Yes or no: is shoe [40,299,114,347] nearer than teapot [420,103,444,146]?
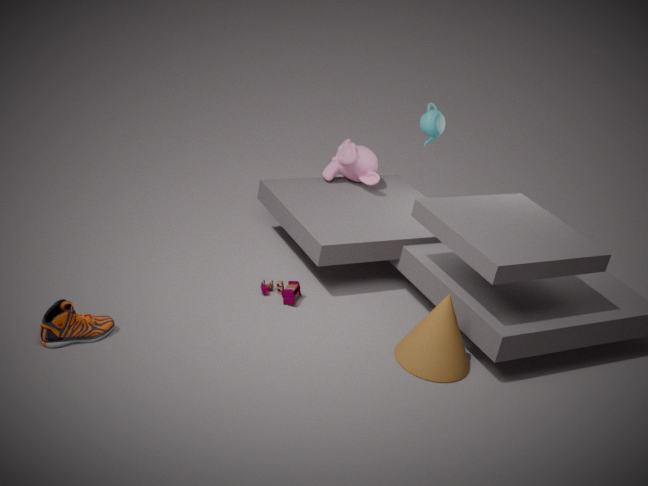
Yes
